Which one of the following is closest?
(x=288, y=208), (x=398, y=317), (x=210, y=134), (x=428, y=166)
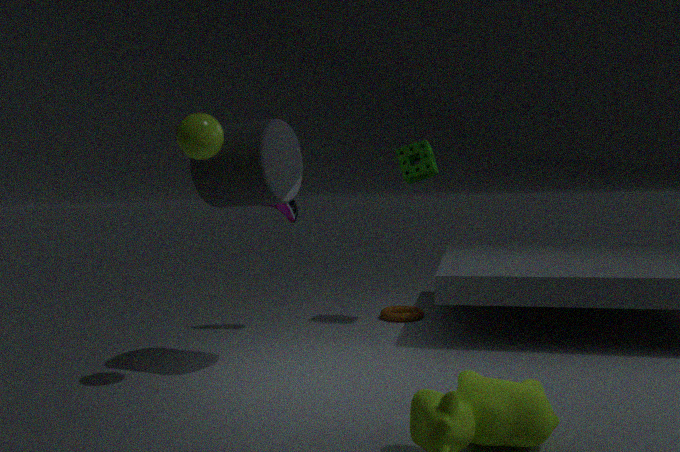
(x=210, y=134)
